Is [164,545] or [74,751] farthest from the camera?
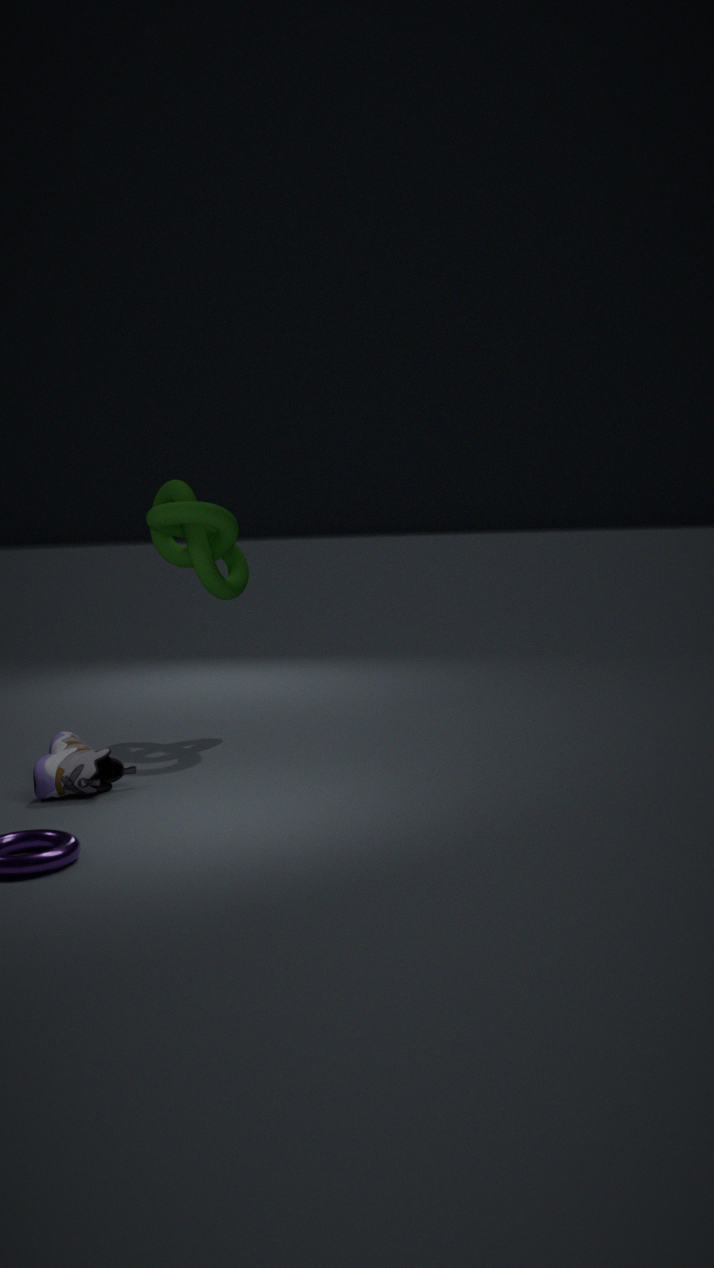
[164,545]
